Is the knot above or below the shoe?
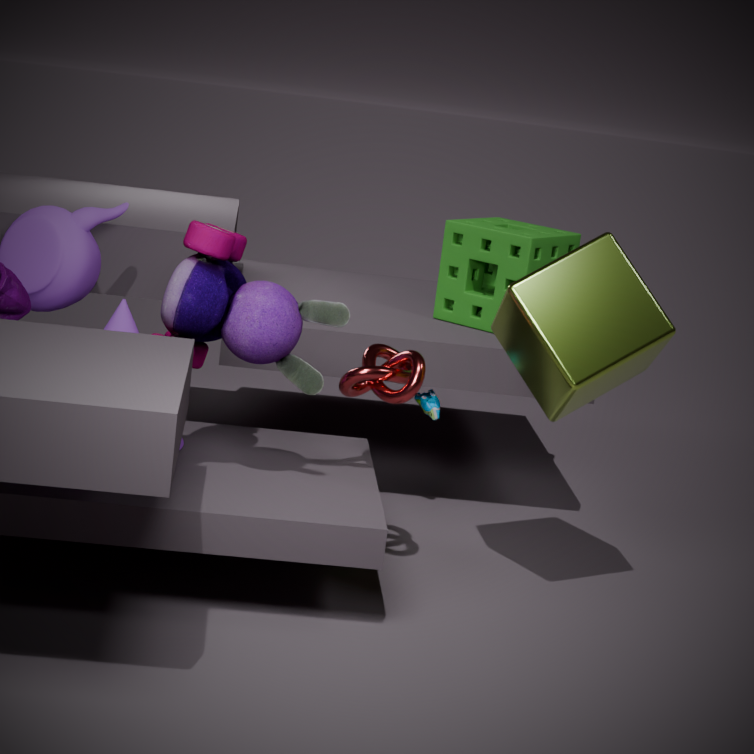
above
